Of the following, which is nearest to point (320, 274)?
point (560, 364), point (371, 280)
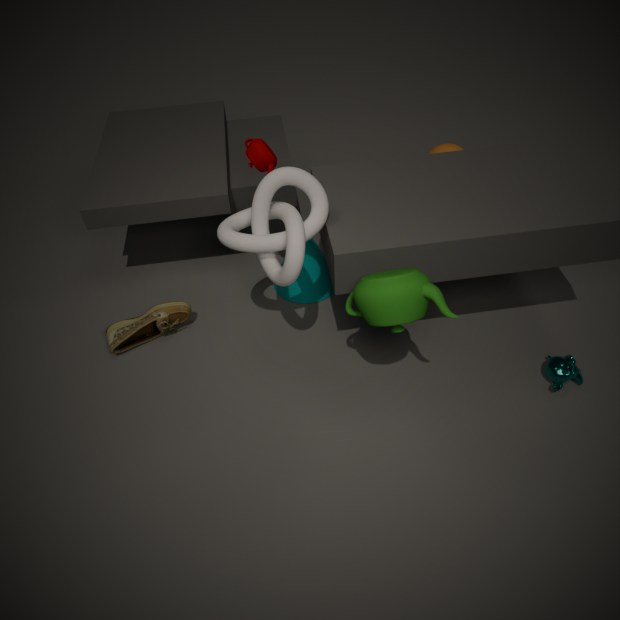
point (371, 280)
